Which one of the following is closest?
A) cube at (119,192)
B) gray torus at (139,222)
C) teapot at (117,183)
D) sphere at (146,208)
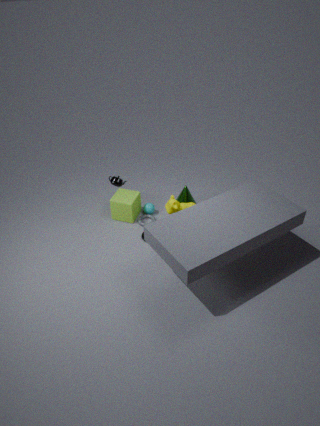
teapot at (117,183)
